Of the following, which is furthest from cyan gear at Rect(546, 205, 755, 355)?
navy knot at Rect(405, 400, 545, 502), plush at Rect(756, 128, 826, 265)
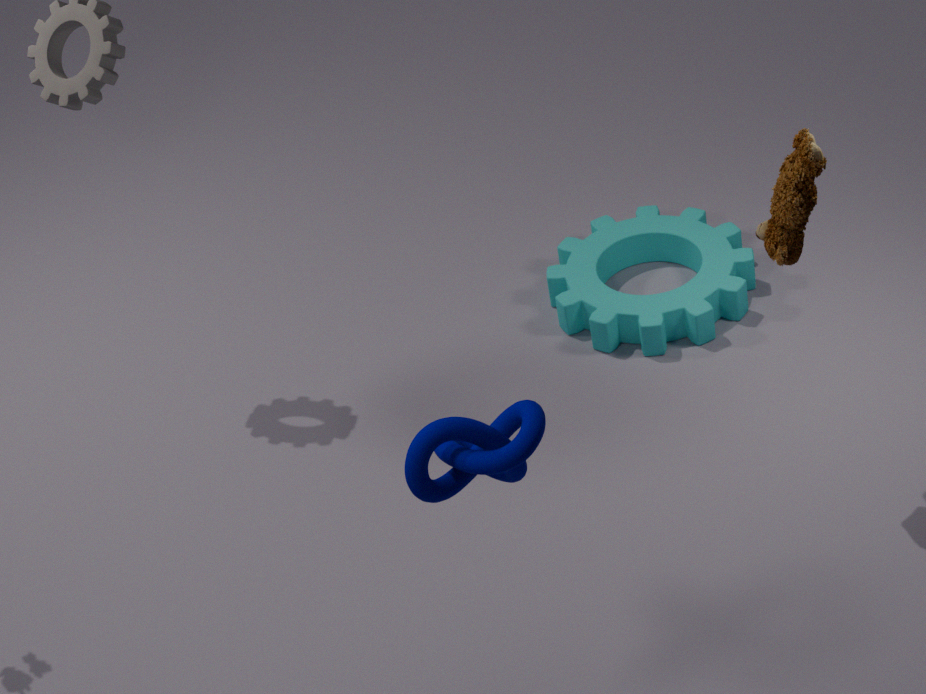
navy knot at Rect(405, 400, 545, 502)
